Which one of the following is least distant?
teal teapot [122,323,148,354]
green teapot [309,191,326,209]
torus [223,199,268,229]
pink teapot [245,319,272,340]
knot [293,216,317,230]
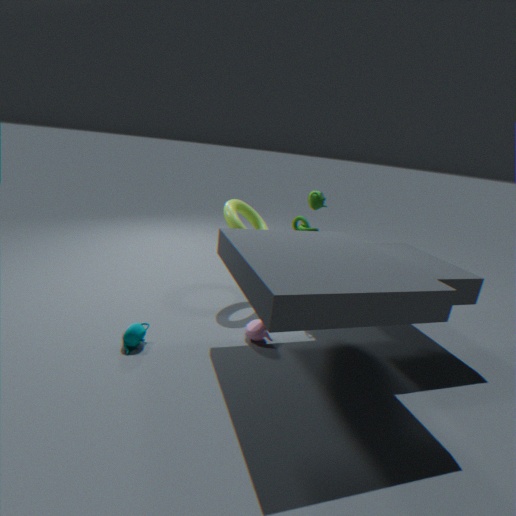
teal teapot [122,323,148,354]
